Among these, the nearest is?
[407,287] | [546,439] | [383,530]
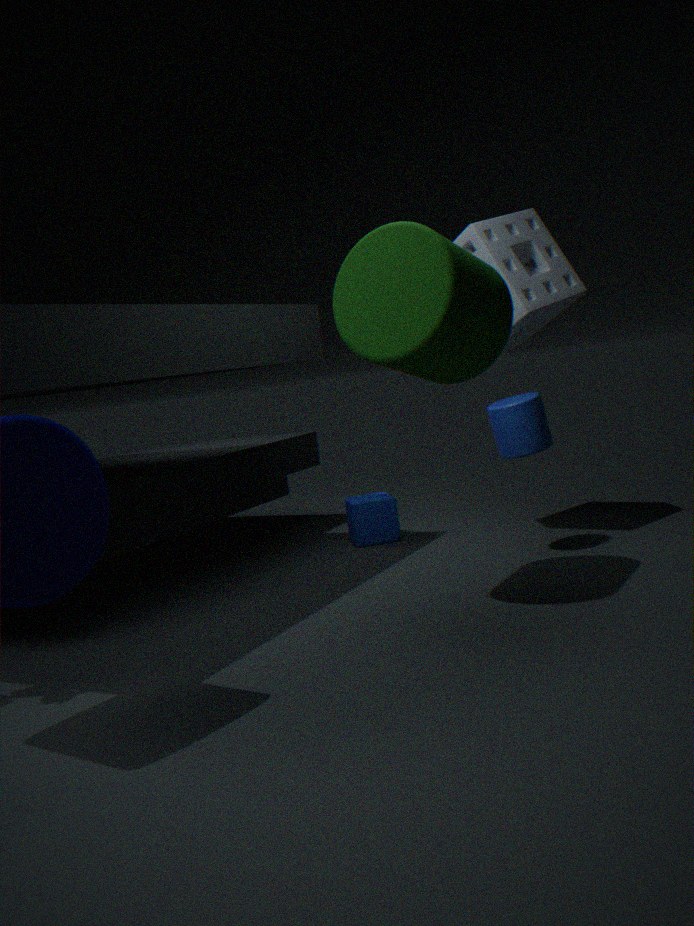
[407,287]
